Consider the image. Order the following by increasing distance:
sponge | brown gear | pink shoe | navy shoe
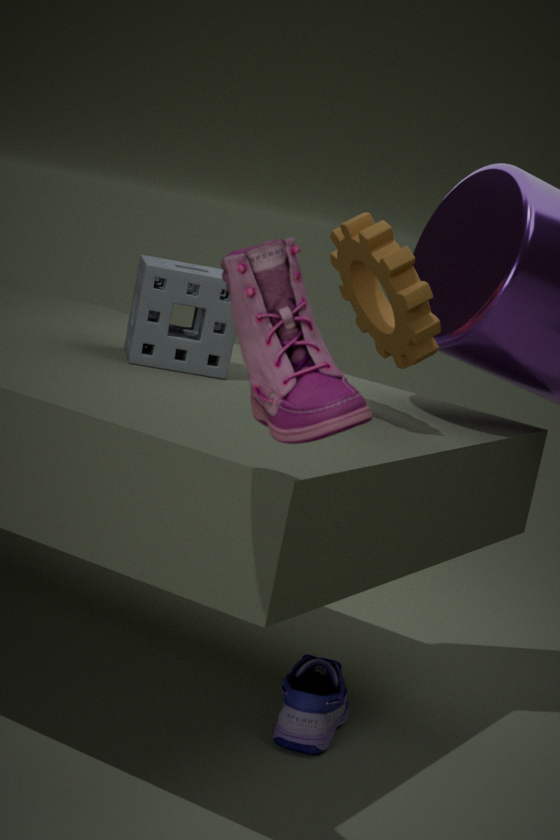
1. pink shoe
2. brown gear
3. navy shoe
4. sponge
